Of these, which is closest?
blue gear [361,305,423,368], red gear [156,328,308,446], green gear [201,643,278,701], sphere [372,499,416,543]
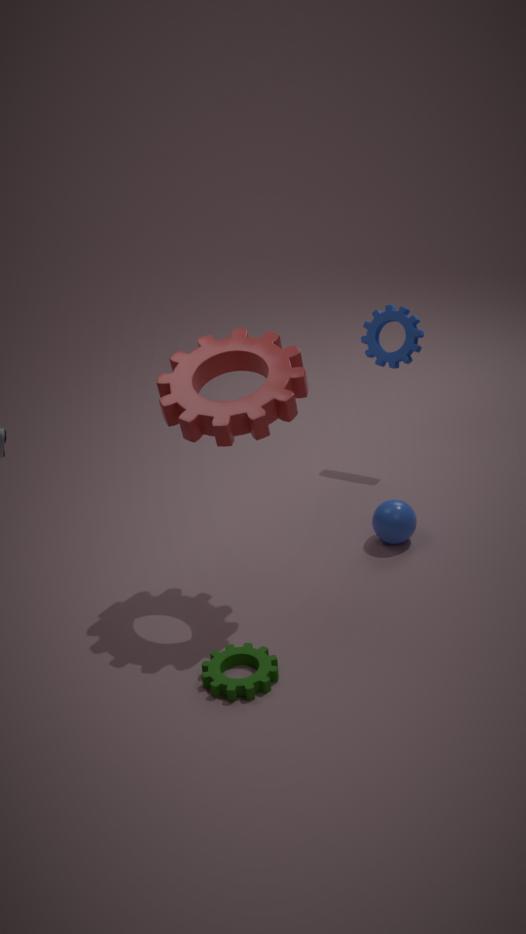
green gear [201,643,278,701]
